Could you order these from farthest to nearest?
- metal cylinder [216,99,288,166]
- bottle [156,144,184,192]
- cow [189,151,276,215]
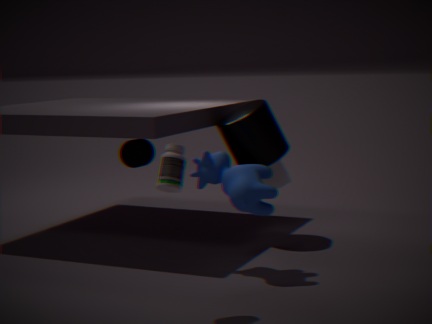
metal cylinder [216,99,288,166]
cow [189,151,276,215]
bottle [156,144,184,192]
